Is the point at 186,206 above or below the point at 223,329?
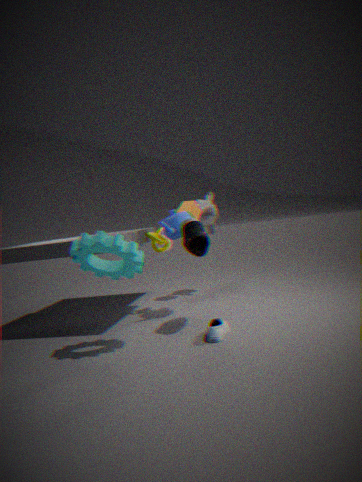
above
